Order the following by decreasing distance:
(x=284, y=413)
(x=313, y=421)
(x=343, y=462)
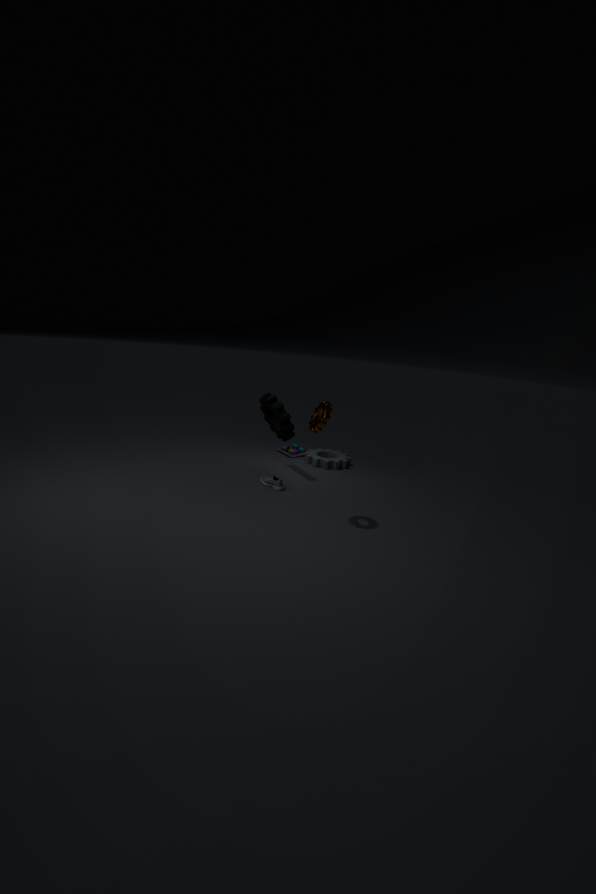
(x=343, y=462), (x=284, y=413), (x=313, y=421)
